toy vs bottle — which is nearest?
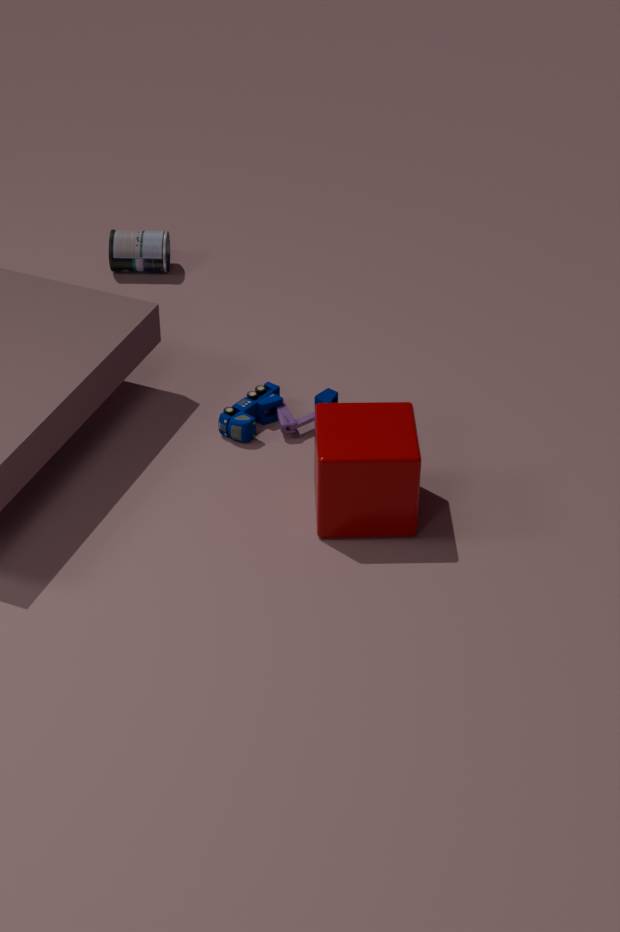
toy
